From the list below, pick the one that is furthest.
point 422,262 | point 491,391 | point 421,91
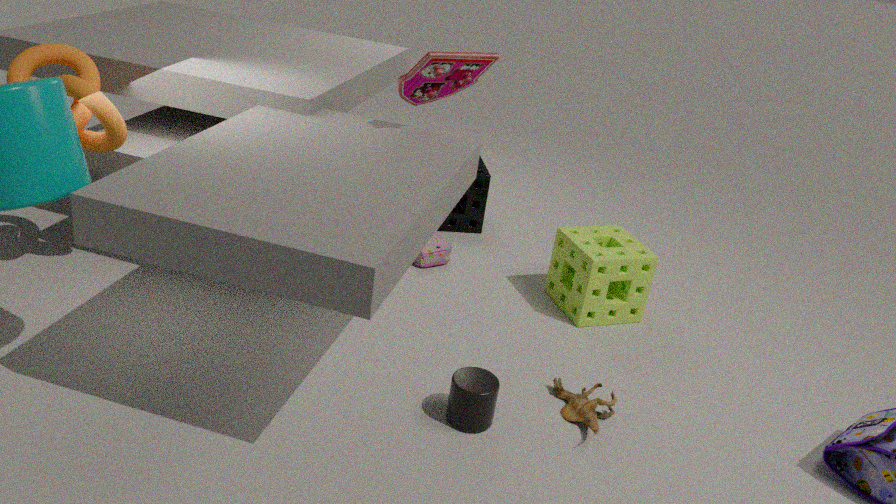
point 422,262
